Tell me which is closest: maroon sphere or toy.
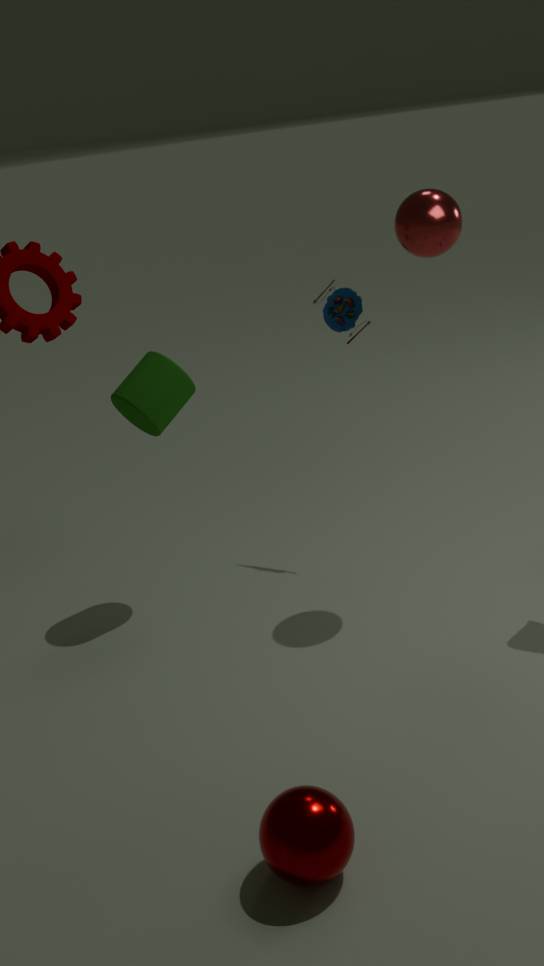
maroon sphere
